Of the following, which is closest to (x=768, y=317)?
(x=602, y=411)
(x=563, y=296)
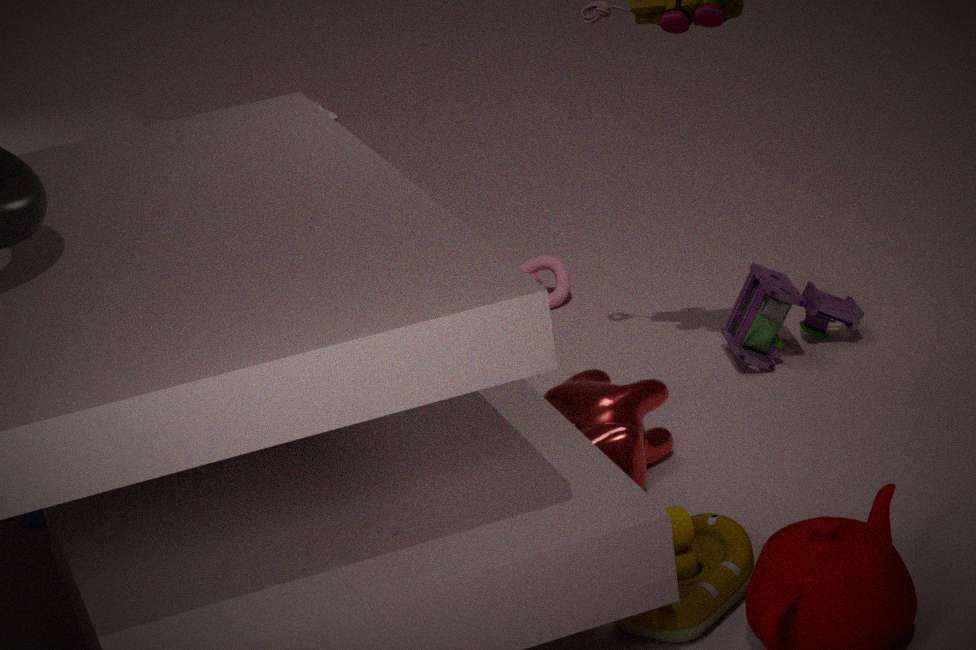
(x=602, y=411)
